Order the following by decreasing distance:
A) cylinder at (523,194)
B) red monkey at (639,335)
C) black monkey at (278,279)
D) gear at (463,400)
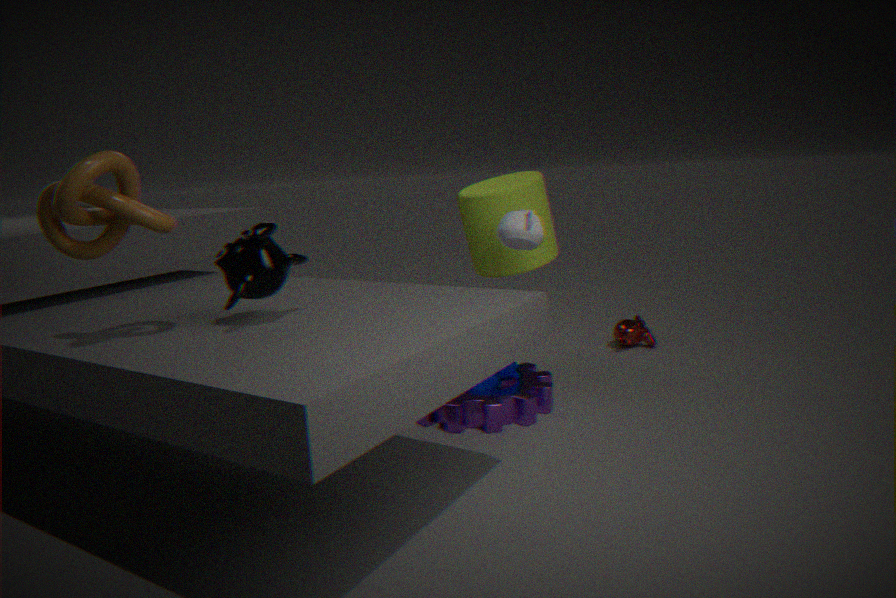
red monkey at (639,335) < cylinder at (523,194) < gear at (463,400) < black monkey at (278,279)
